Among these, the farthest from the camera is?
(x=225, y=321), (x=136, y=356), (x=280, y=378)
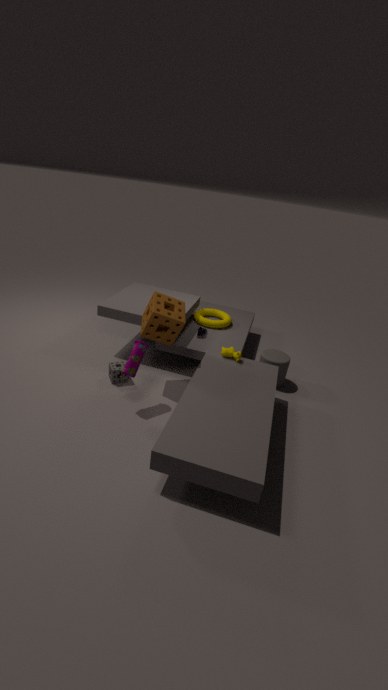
(x=225, y=321)
